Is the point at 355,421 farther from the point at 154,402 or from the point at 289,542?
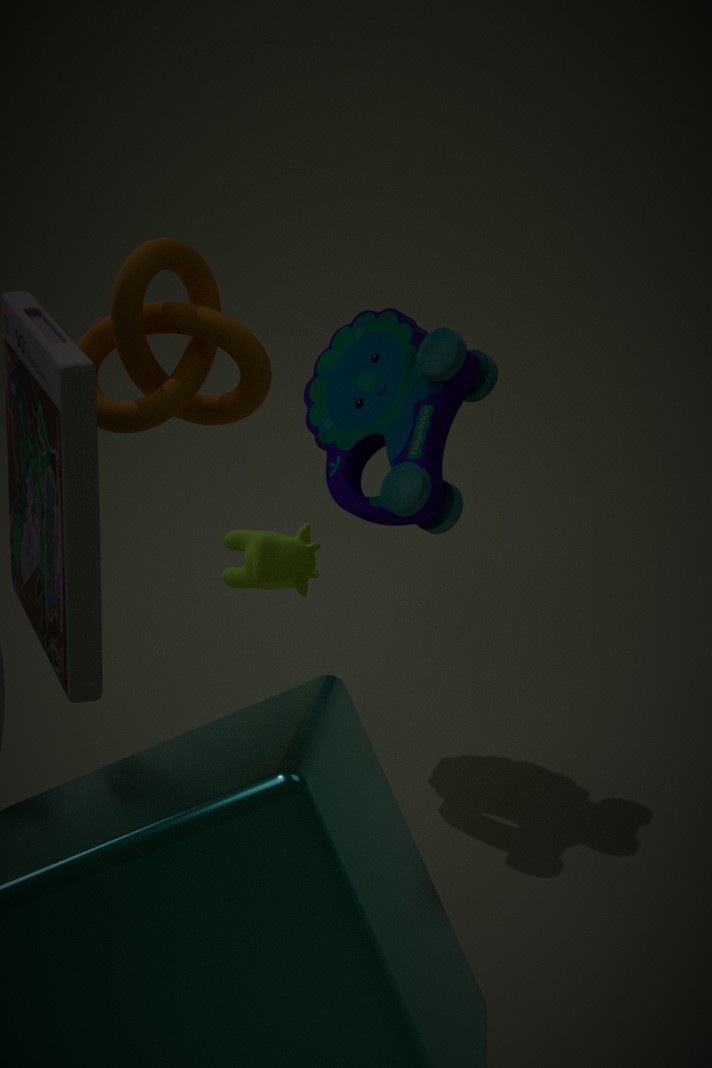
the point at 154,402
